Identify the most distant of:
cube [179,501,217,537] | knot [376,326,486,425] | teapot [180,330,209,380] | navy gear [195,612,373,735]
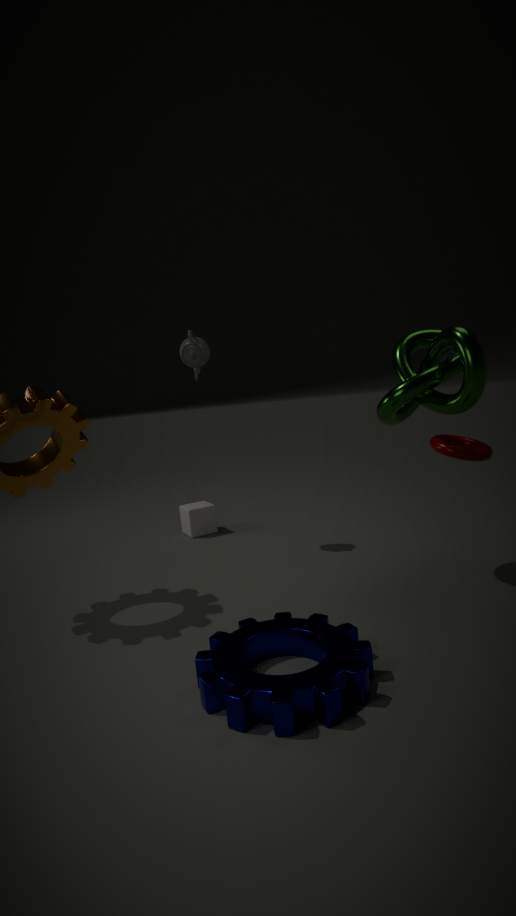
cube [179,501,217,537]
